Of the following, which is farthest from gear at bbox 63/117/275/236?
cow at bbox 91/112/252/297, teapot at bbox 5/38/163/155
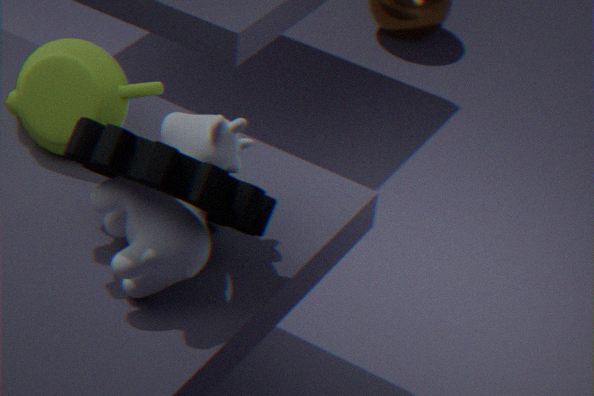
teapot at bbox 5/38/163/155
